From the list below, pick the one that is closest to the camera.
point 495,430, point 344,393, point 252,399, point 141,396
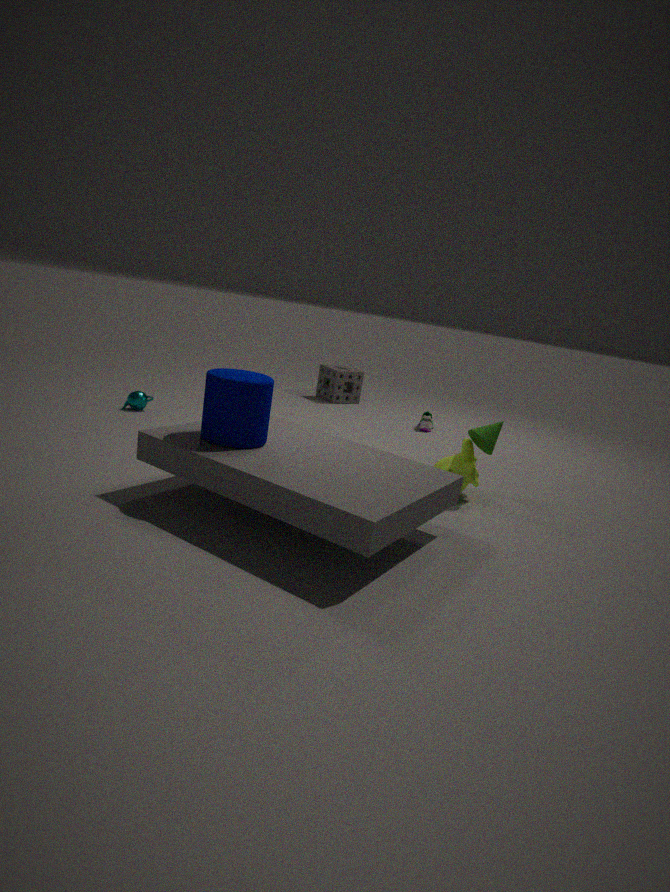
point 252,399
